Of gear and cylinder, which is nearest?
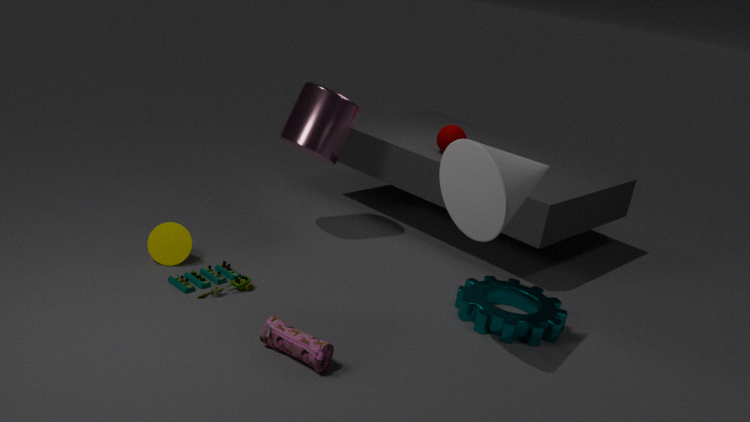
gear
